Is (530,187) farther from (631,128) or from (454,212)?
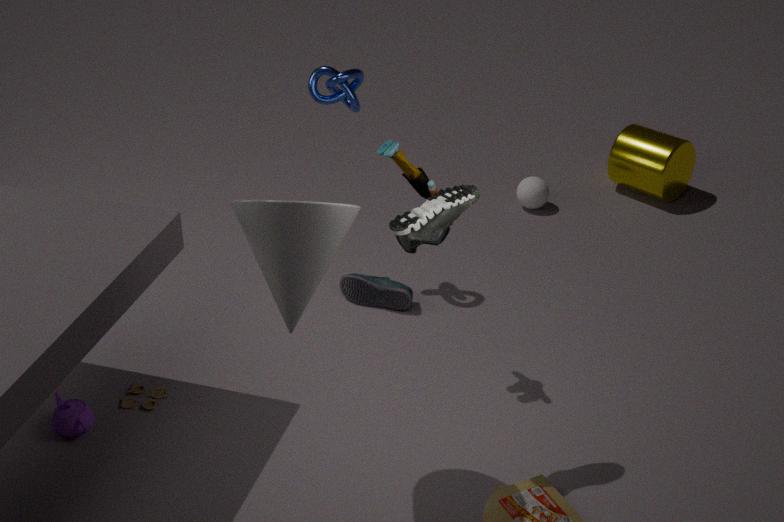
(454,212)
